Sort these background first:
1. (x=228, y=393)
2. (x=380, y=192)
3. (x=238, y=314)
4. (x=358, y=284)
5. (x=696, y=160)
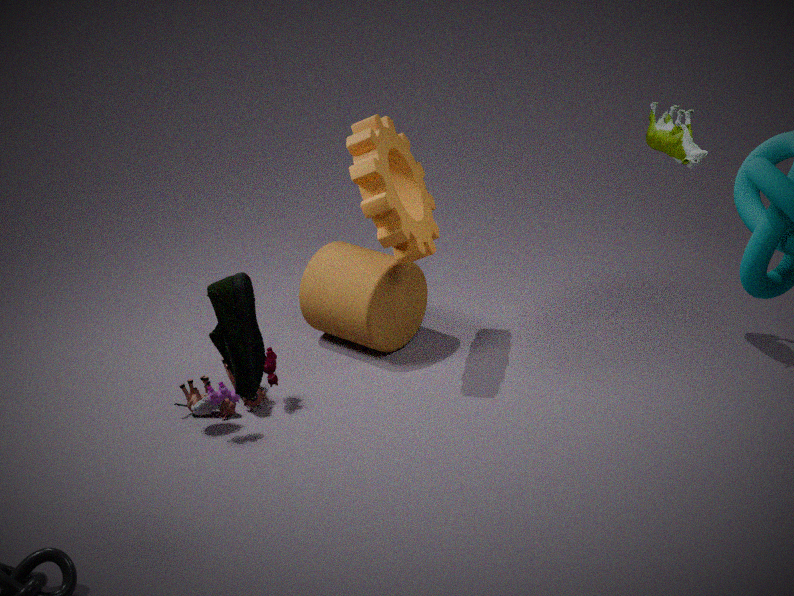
(x=358, y=284) < (x=696, y=160) < (x=380, y=192) < (x=228, y=393) < (x=238, y=314)
